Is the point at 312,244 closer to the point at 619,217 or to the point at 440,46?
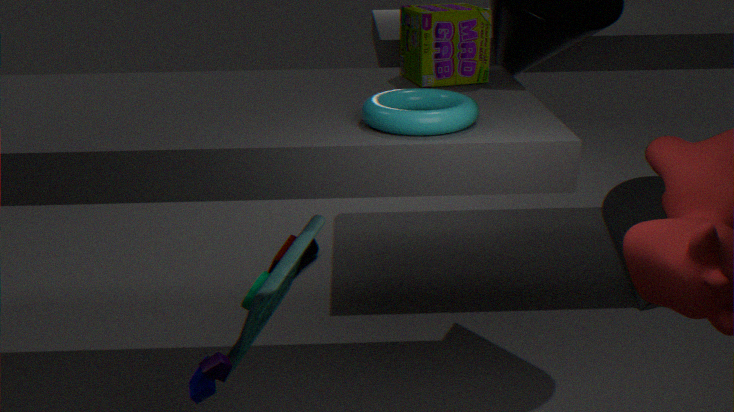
the point at 440,46
